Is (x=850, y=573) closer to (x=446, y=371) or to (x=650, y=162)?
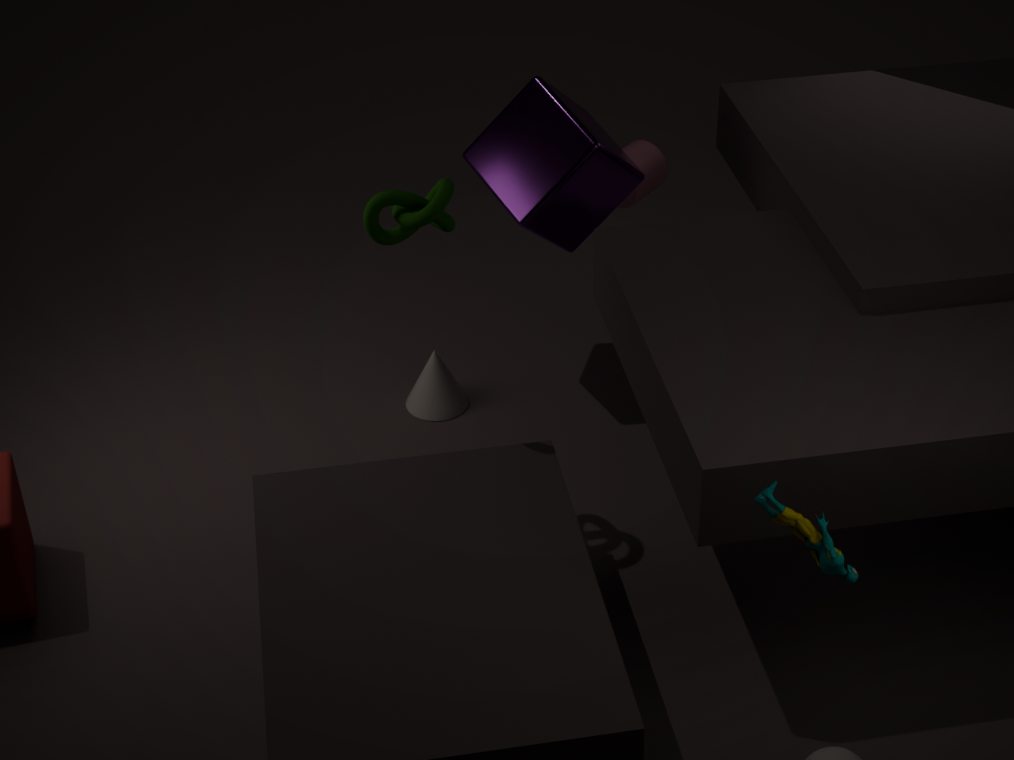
(x=446, y=371)
